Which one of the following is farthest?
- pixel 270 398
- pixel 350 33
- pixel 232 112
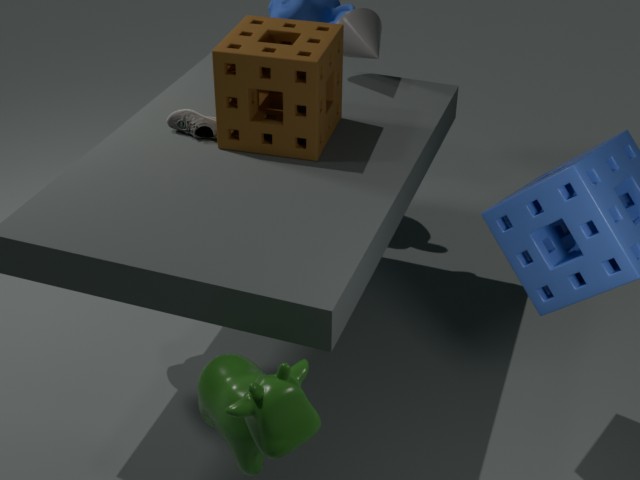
pixel 350 33
